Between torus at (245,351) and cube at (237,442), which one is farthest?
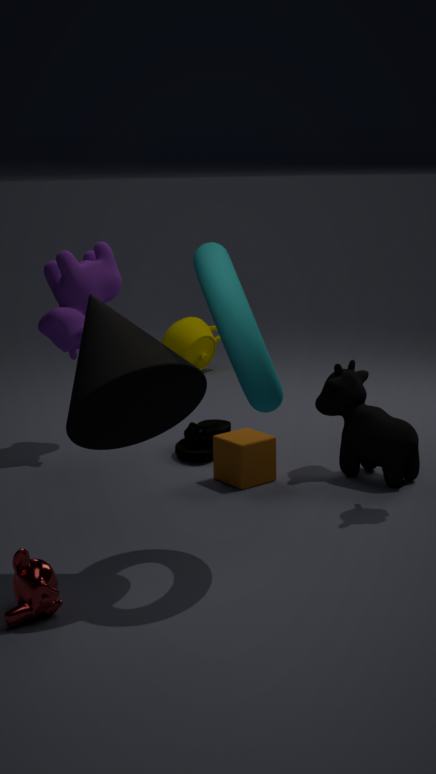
cube at (237,442)
